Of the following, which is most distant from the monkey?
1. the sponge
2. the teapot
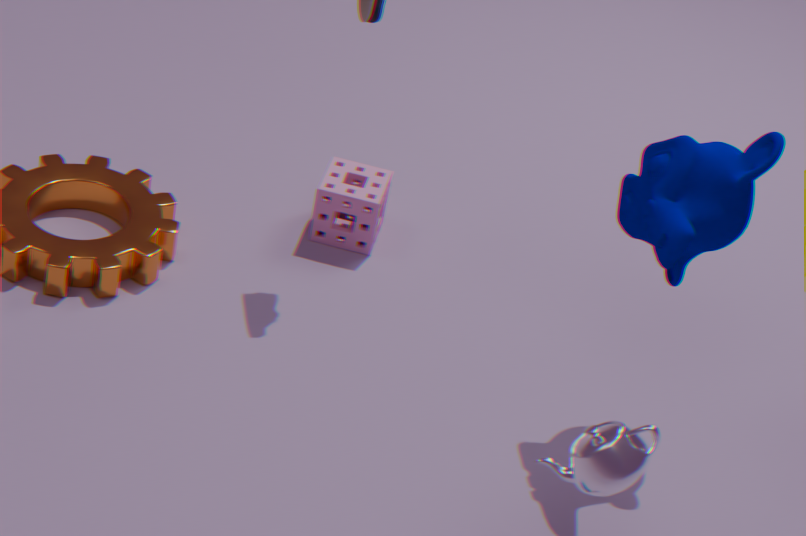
the sponge
